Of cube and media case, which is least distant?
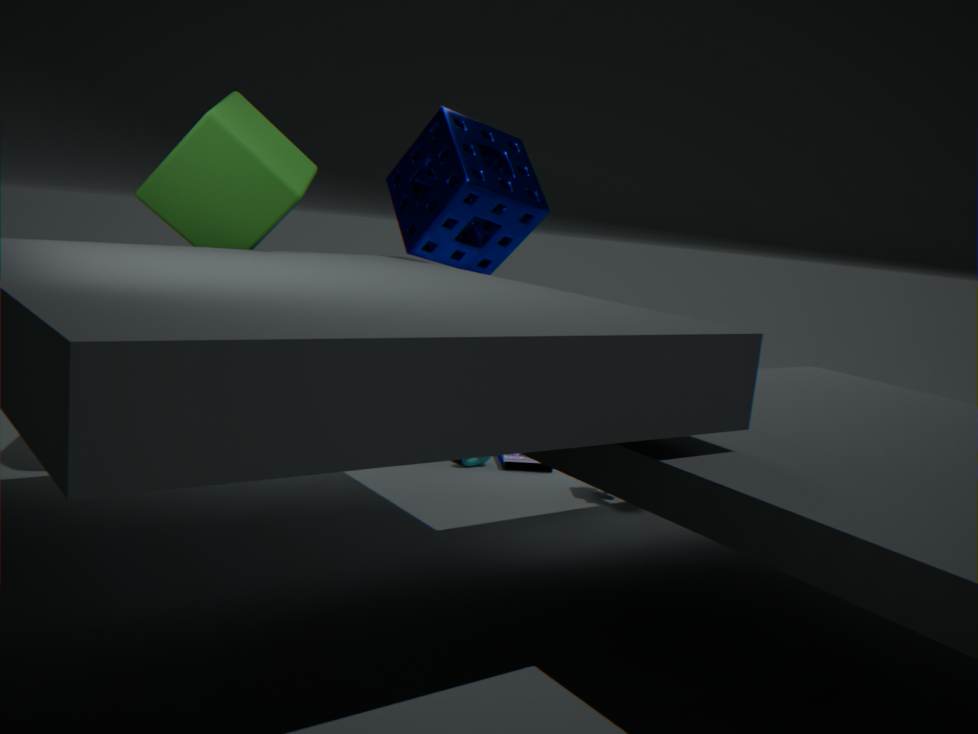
cube
